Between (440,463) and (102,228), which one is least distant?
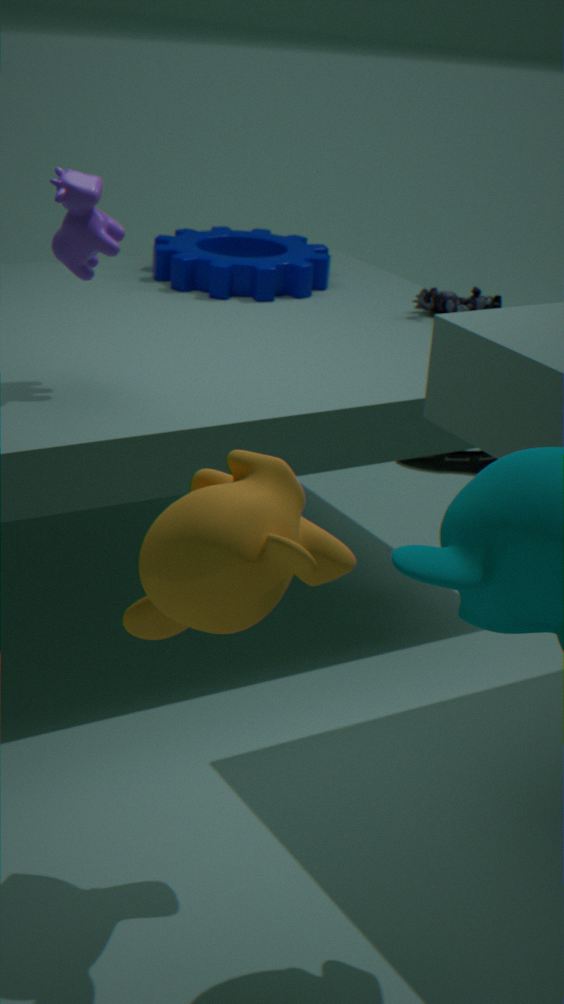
(102,228)
